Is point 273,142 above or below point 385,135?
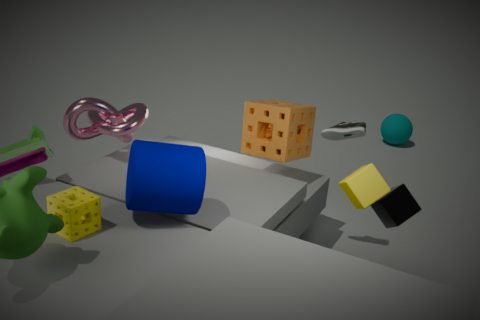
above
